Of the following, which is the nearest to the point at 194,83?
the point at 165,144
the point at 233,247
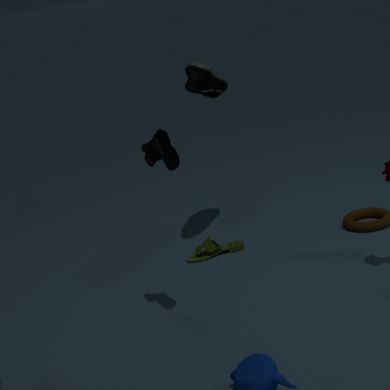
the point at 233,247
